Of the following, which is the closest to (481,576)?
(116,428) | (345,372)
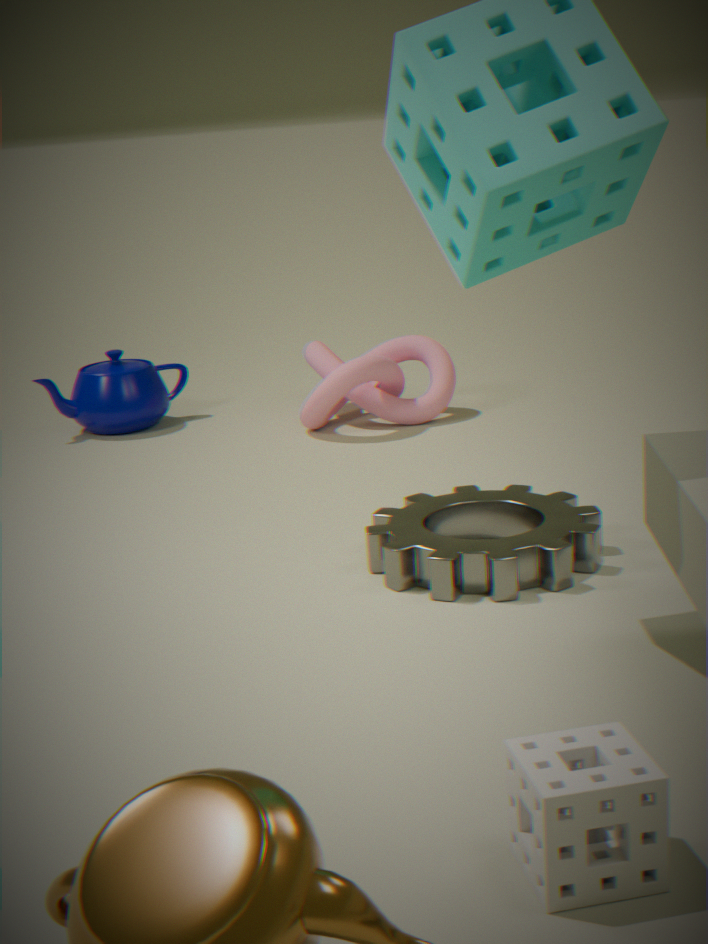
(345,372)
